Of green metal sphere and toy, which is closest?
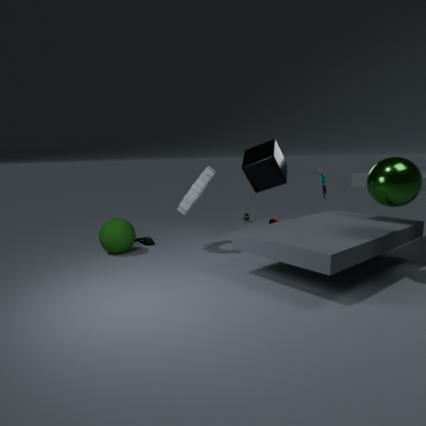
green metal sphere
